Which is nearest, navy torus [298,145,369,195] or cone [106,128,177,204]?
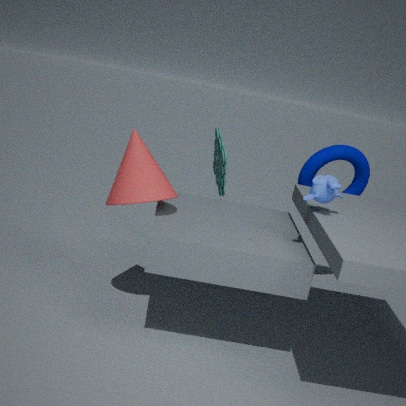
cone [106,128,177,204]
